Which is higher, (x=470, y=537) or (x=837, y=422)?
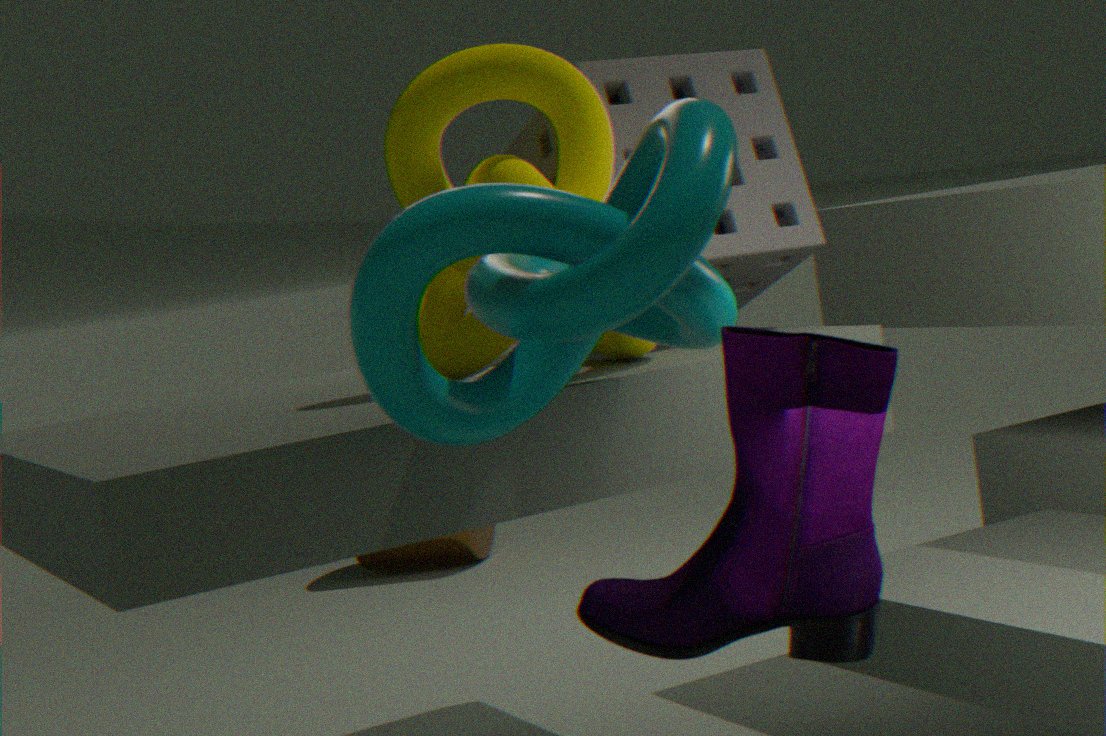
(x=837, y=422)
